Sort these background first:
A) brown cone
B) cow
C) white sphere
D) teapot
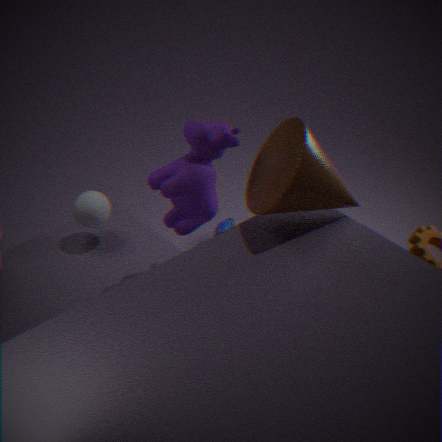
teapot < white sphere < cow < brown cone
